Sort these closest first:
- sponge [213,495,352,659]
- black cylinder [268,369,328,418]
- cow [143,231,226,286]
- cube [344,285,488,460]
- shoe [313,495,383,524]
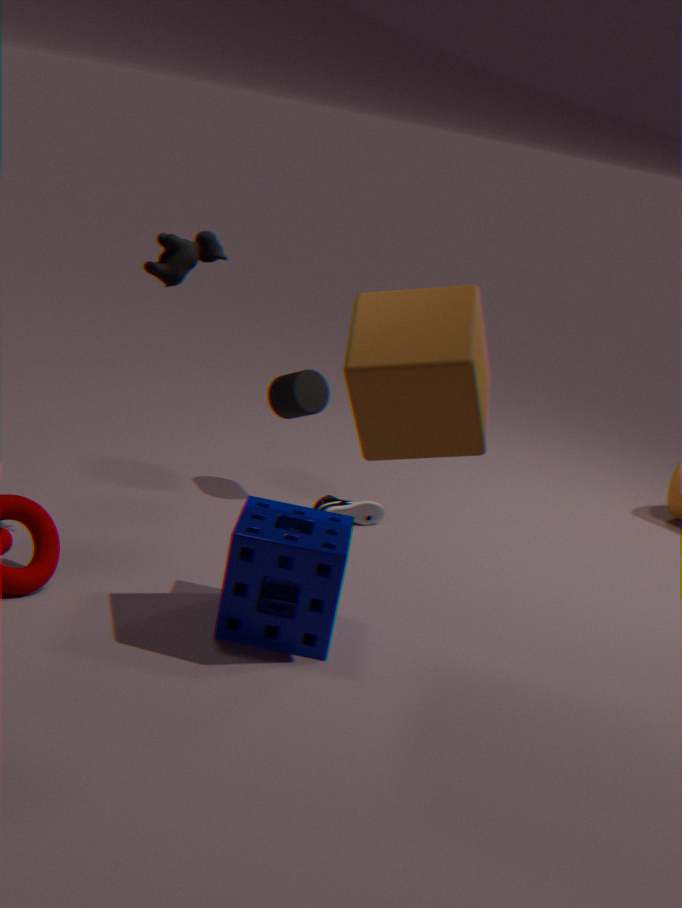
cube [344,285,488,460]
sponge [213,495,352,659]
cow [143,231,226,286]
black cylinder [268,369,328,418]
shoe [313,495,383,524]
